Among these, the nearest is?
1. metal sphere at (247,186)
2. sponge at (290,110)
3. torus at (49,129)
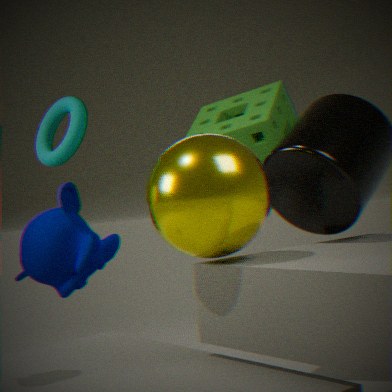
metal sphere at (247,186)
